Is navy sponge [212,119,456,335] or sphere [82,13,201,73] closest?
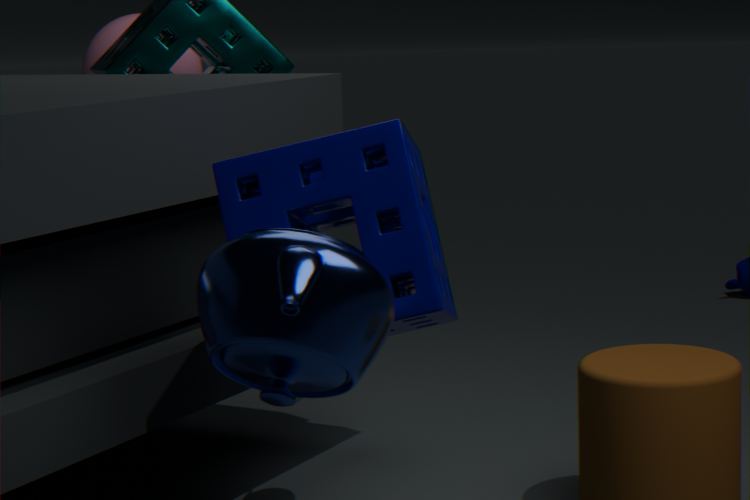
navy sponge [212,119,456,335]
